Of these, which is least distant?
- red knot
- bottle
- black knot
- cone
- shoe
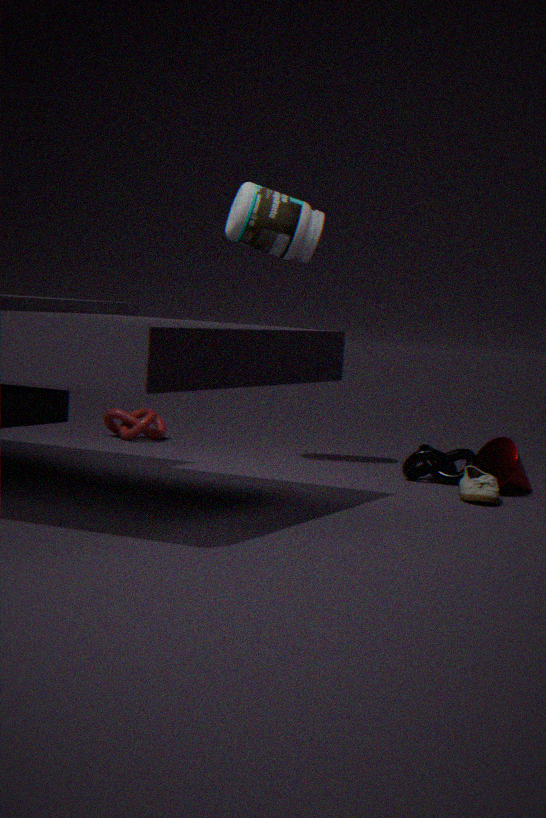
shoe
